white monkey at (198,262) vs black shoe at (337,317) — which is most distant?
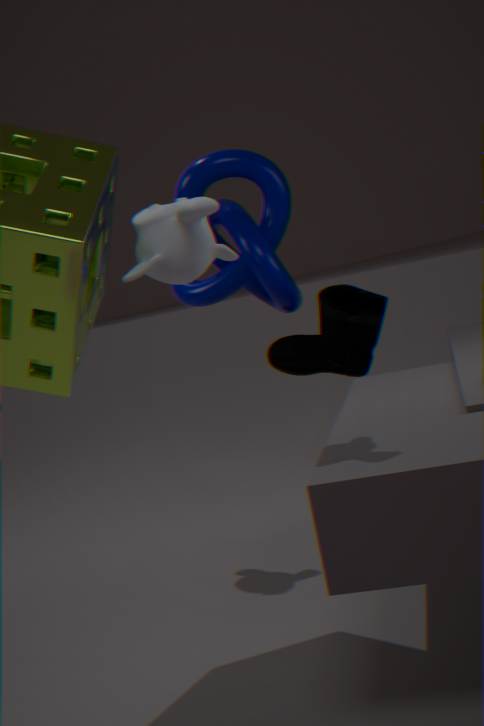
black shoe at (337,317)
